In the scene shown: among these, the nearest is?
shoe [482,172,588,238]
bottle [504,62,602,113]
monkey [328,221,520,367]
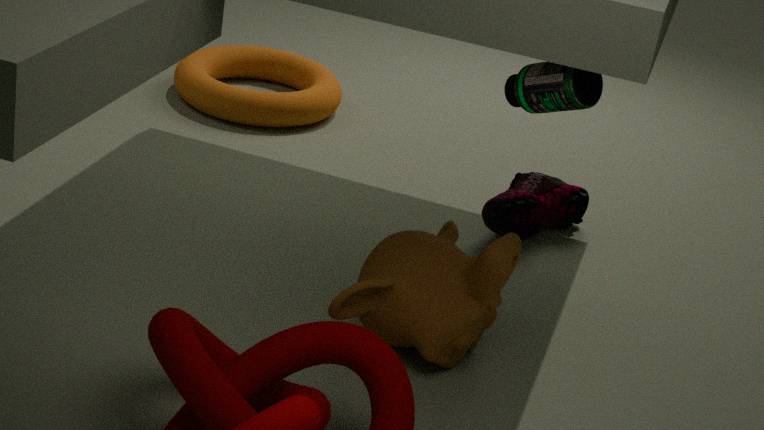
bottle [504,62,602,113]
